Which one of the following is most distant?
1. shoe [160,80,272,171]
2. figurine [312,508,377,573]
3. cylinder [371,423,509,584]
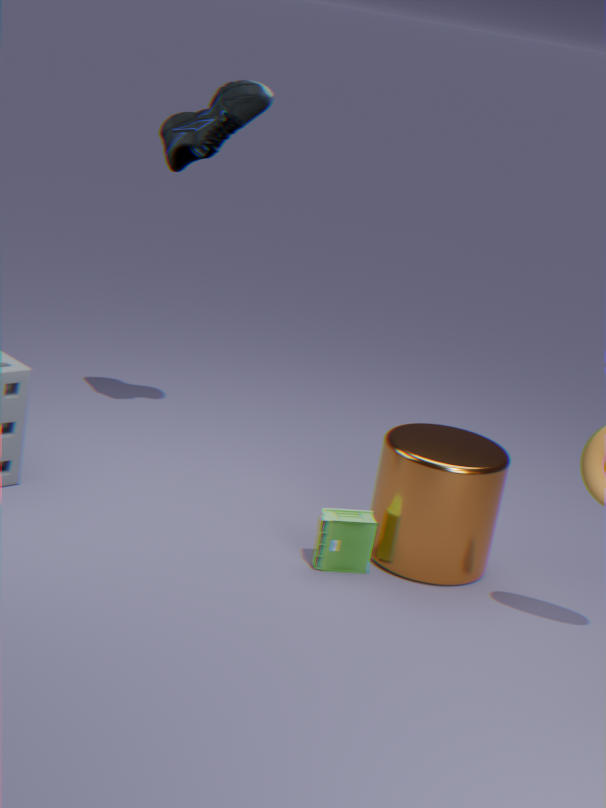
shoe [160,80,272,171]
